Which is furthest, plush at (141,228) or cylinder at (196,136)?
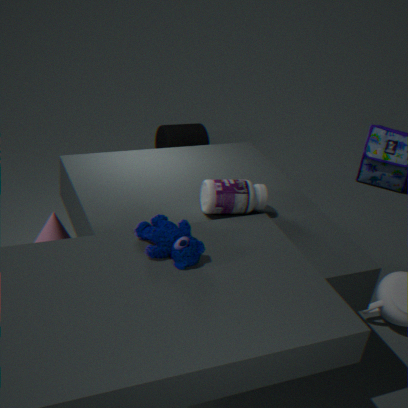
cylinder at (196,136)
